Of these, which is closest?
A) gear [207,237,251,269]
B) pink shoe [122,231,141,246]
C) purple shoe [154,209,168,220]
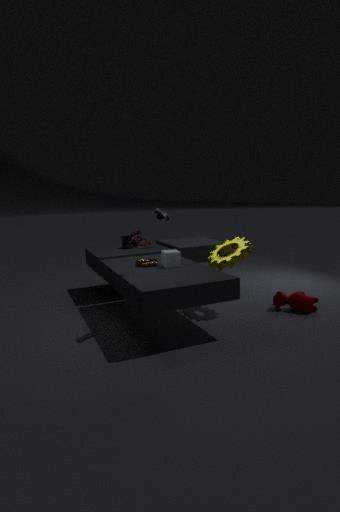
pink shoe [122,231,141,246]
